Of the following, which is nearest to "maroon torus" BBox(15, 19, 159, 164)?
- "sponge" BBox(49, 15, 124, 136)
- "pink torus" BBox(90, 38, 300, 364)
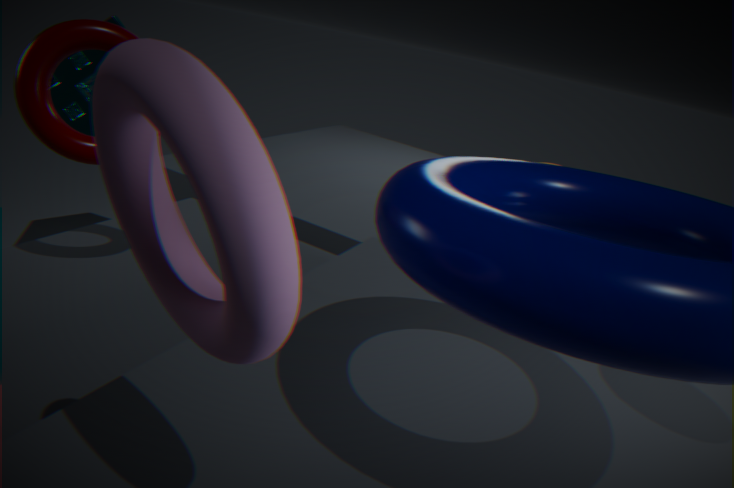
"pink torus" BBox(90, 38, 300, 364)
